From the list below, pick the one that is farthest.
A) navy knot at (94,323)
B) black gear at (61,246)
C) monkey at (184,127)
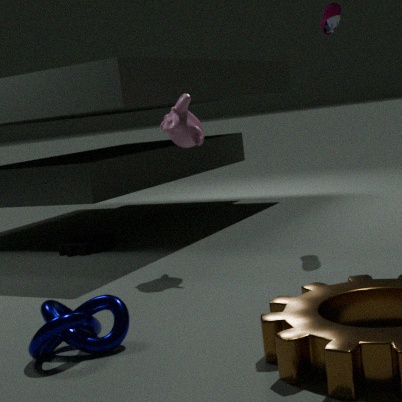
black gear at (61,246)
